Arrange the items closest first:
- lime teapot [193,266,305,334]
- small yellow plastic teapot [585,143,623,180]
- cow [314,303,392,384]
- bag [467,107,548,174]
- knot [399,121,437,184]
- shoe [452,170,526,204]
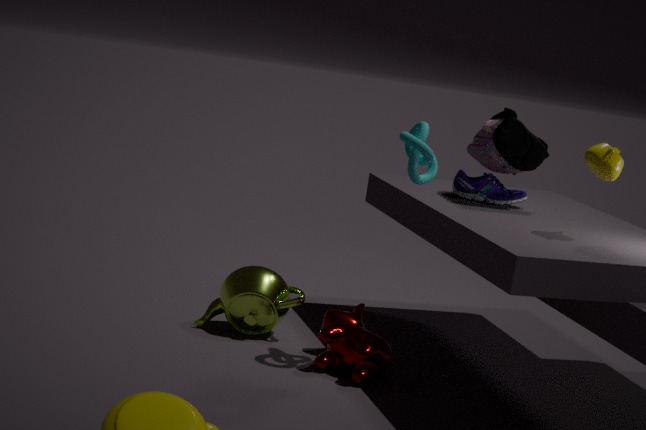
1. small yellow plastic teapot [585,143,623,180]
2. knot [399,121,437,184]
3. cow [314,303,392,384]
4. bag [467,107,548,174]
5. lime teapot [193,266,305,334]
6. shoe [452,170,526,204]
